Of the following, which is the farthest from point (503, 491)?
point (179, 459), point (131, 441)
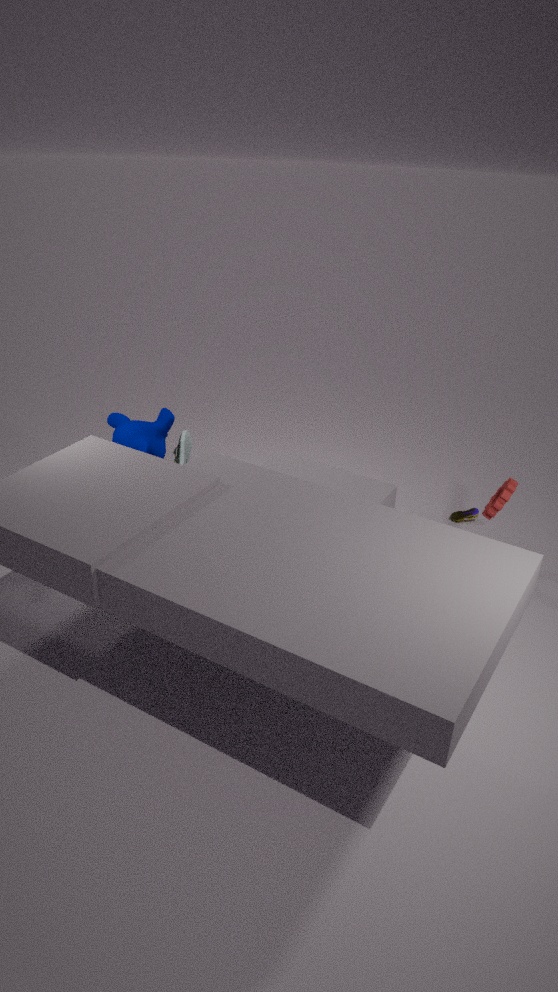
point (131, 441)
